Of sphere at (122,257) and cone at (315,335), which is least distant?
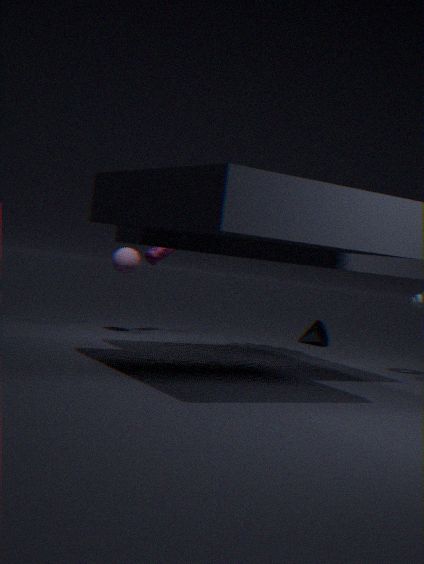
sphere at (122,257)
